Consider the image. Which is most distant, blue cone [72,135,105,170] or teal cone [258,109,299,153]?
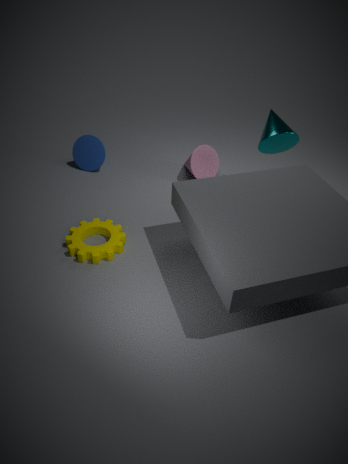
blue cone [72,135,105,170]
